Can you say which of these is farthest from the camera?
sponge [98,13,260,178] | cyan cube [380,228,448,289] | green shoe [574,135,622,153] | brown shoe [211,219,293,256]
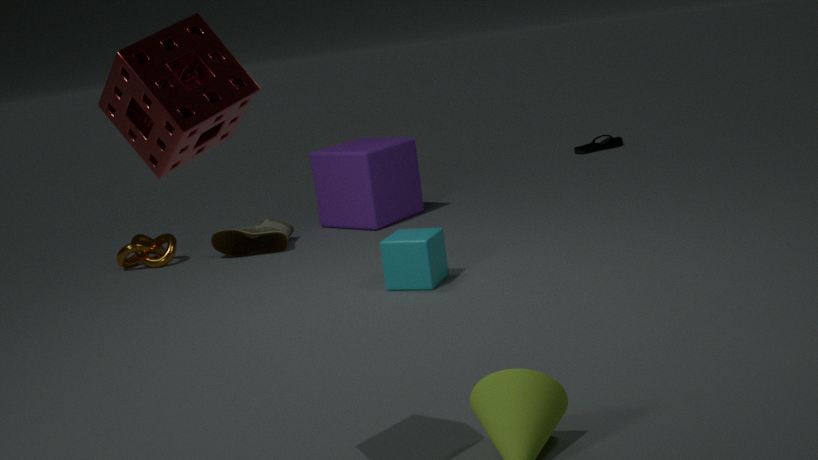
green shoe [574,135,622,153]
